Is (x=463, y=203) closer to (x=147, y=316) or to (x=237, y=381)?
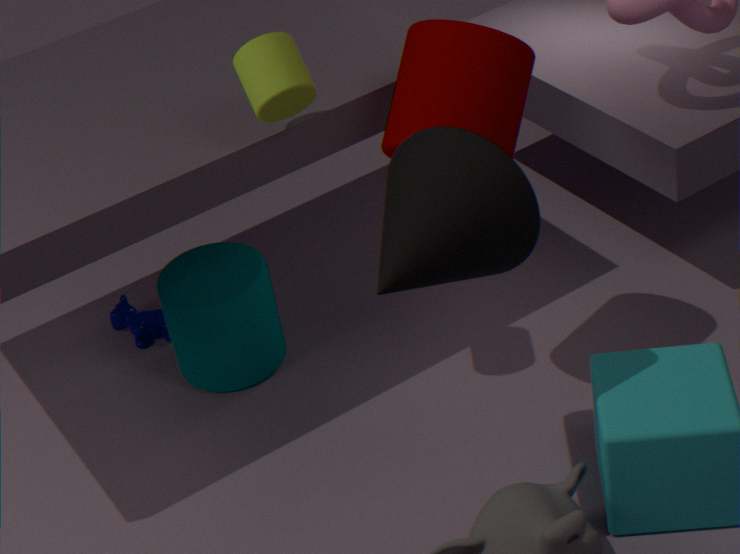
(x=237, y=381)
